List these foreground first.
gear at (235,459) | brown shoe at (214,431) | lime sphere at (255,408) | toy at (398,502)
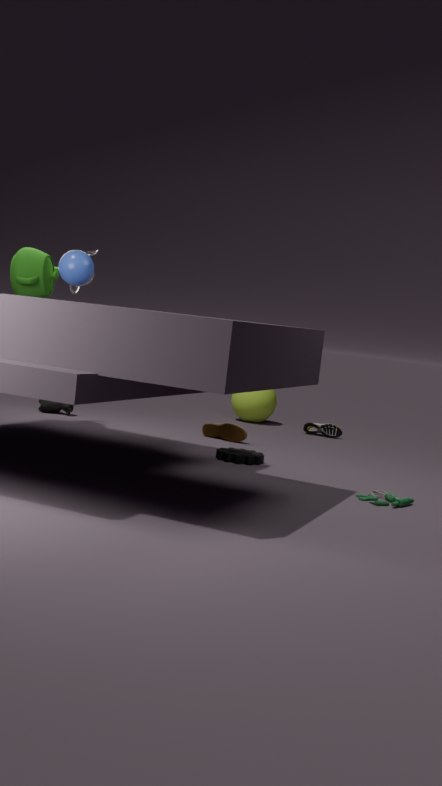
toy at (398,502)
gear at (235,459)
brown shoe at (214,431)
lime sphere at (255,408)
